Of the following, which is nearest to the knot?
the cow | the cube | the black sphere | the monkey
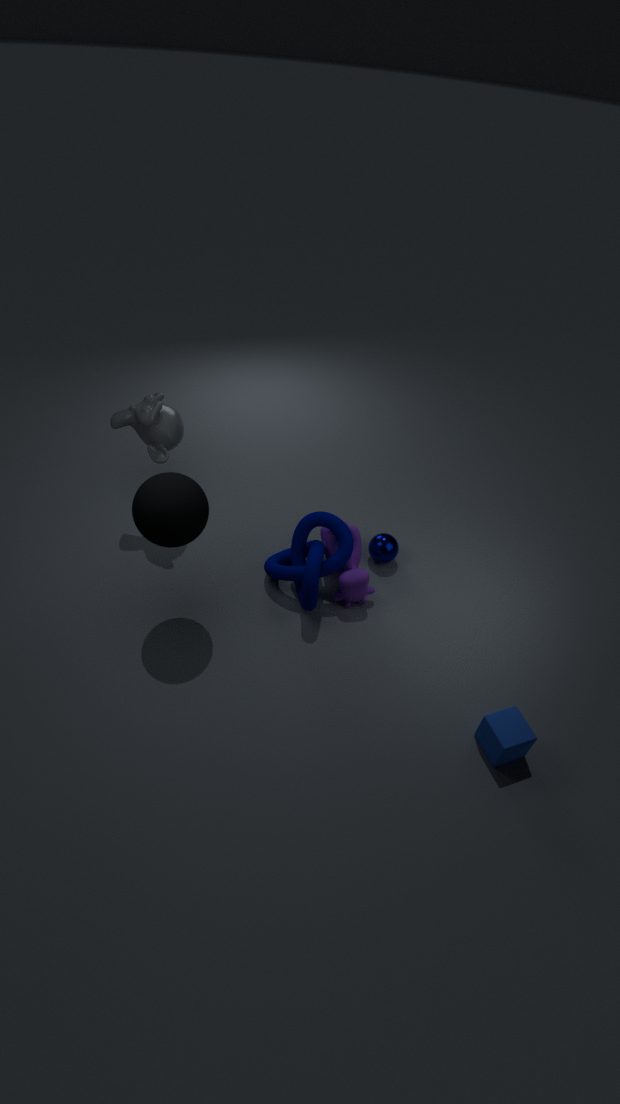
the cow
